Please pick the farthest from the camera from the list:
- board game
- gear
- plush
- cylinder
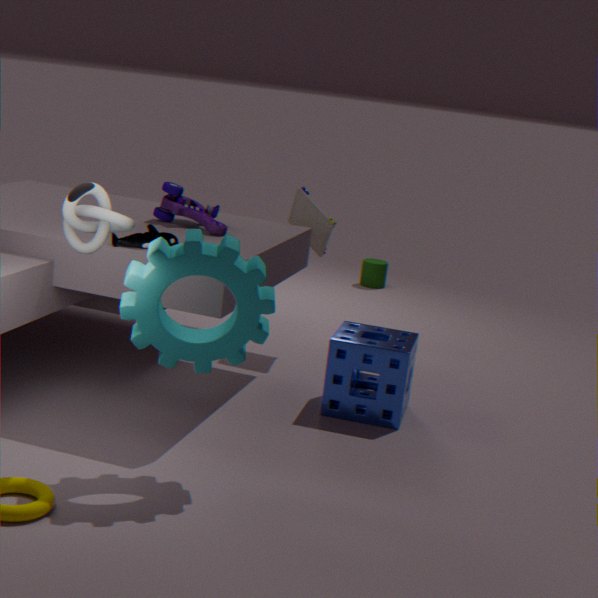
cylinder
